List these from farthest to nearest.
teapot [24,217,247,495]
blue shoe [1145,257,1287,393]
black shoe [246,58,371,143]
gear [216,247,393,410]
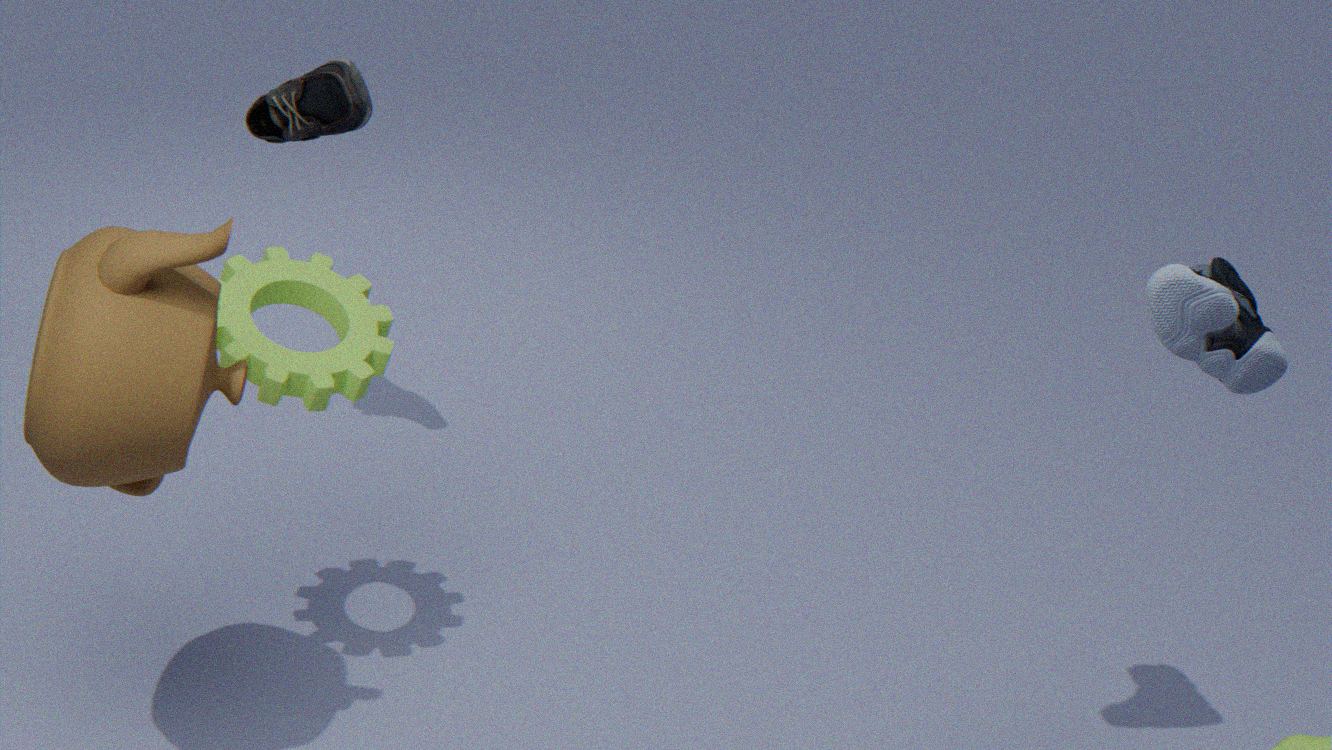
black shoe [246,58,371,143]
gear [216,247,393,410]
blue shoe [1145,257,1287,393]
teapot [24,217,247,495]
